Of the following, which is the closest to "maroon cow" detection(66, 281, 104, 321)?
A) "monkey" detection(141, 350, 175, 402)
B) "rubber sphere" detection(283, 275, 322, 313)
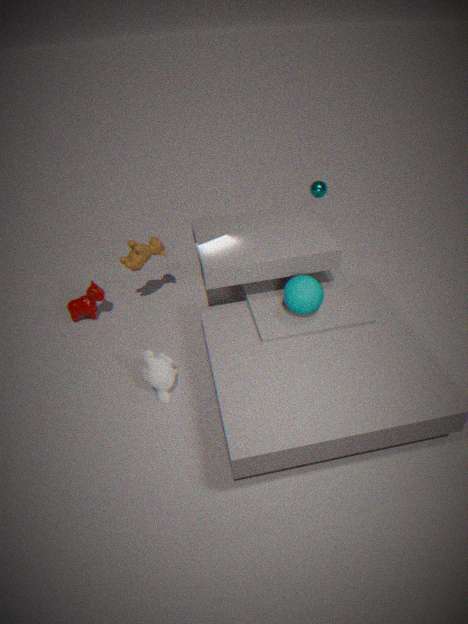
"monkey" detection(141, 350, 175, 402)
